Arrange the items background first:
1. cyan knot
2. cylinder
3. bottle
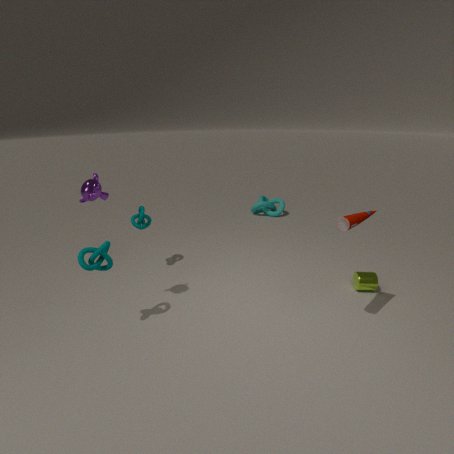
cyan knot < cylinder < bottle
